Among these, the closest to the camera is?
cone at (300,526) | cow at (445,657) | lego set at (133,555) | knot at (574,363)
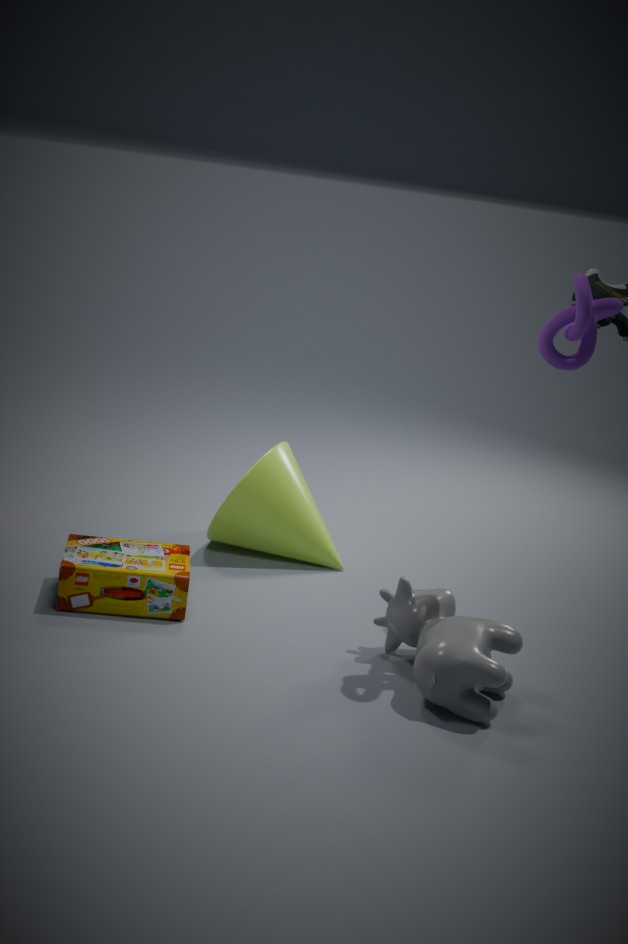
cow at (445,657)
